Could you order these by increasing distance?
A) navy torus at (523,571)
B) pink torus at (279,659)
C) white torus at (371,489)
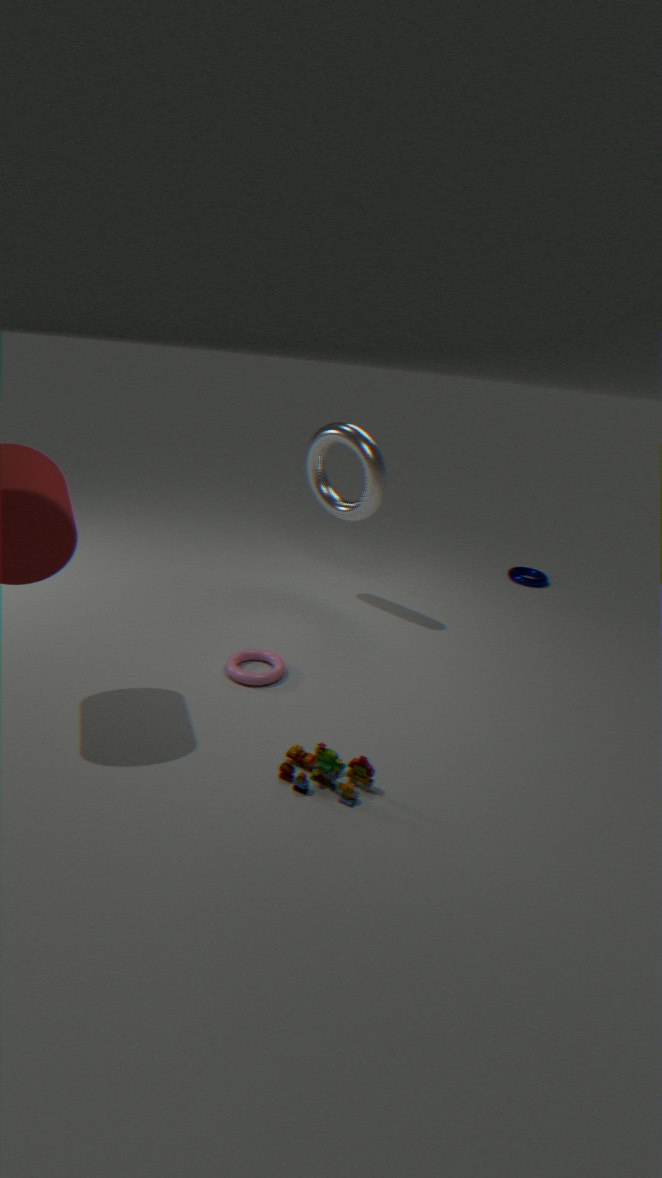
B. pink torus at (279,659) < C. white torus at (371,489) < A. navy torus at (523,571)
